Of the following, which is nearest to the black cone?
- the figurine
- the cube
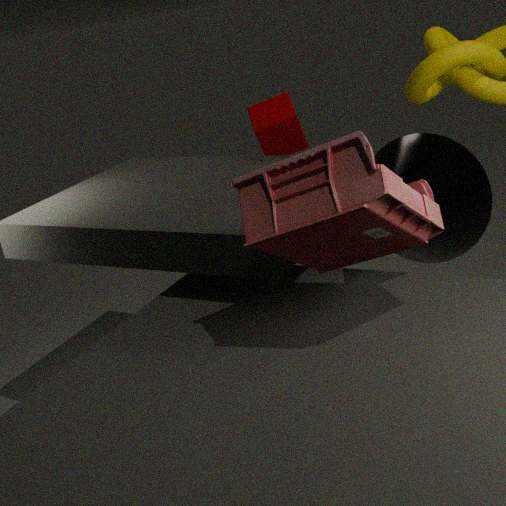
the figurine
